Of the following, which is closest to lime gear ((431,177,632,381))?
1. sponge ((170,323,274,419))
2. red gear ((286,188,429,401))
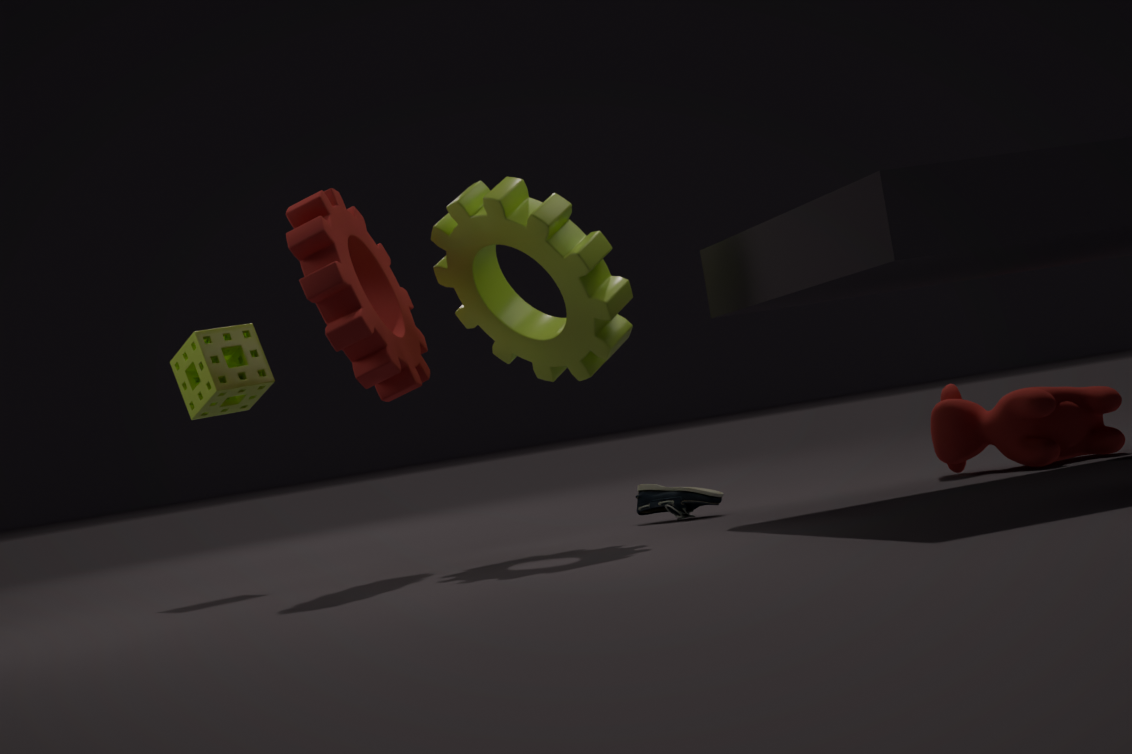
red gear ((286,188,429,401))
